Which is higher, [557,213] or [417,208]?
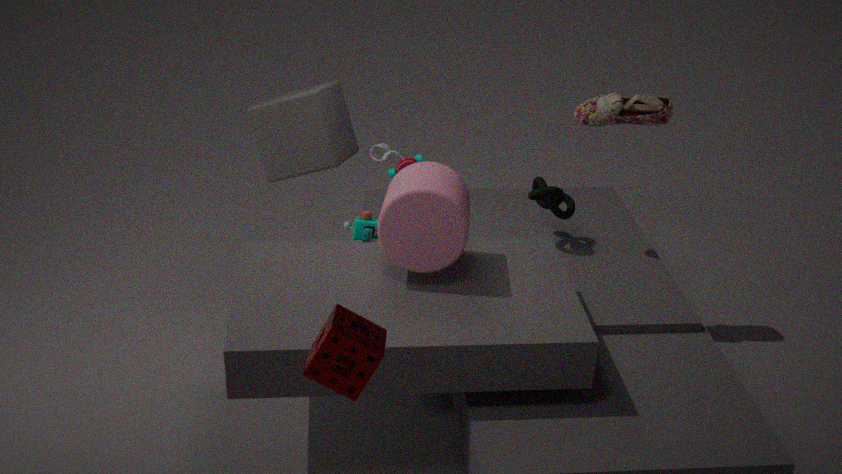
[417,208]
